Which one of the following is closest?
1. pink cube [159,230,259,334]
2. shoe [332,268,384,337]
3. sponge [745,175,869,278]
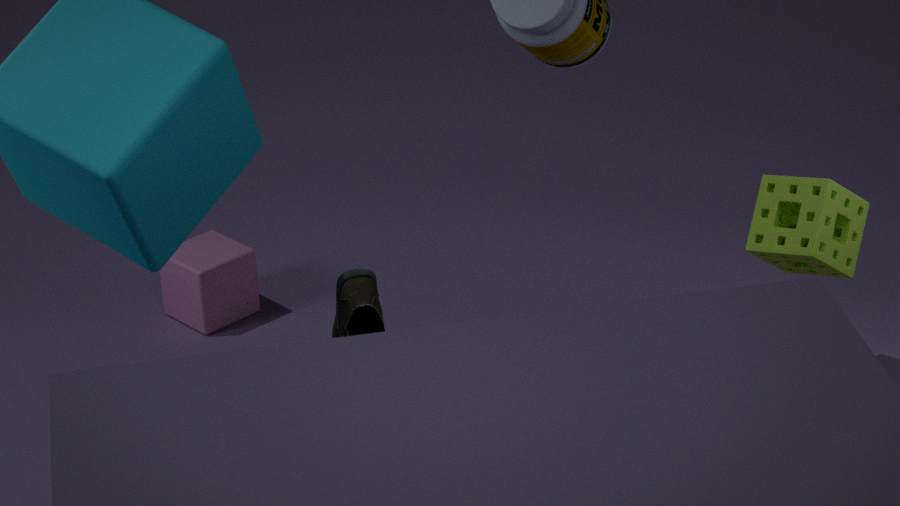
shoe [332,268,384,337]
